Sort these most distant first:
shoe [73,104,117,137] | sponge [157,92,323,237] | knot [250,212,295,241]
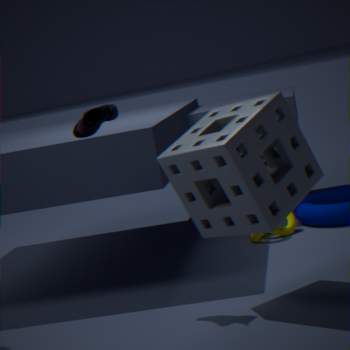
knot [250,212,295,241]
shoe [73,104,117,137]
sponge [157,92,323,237]
